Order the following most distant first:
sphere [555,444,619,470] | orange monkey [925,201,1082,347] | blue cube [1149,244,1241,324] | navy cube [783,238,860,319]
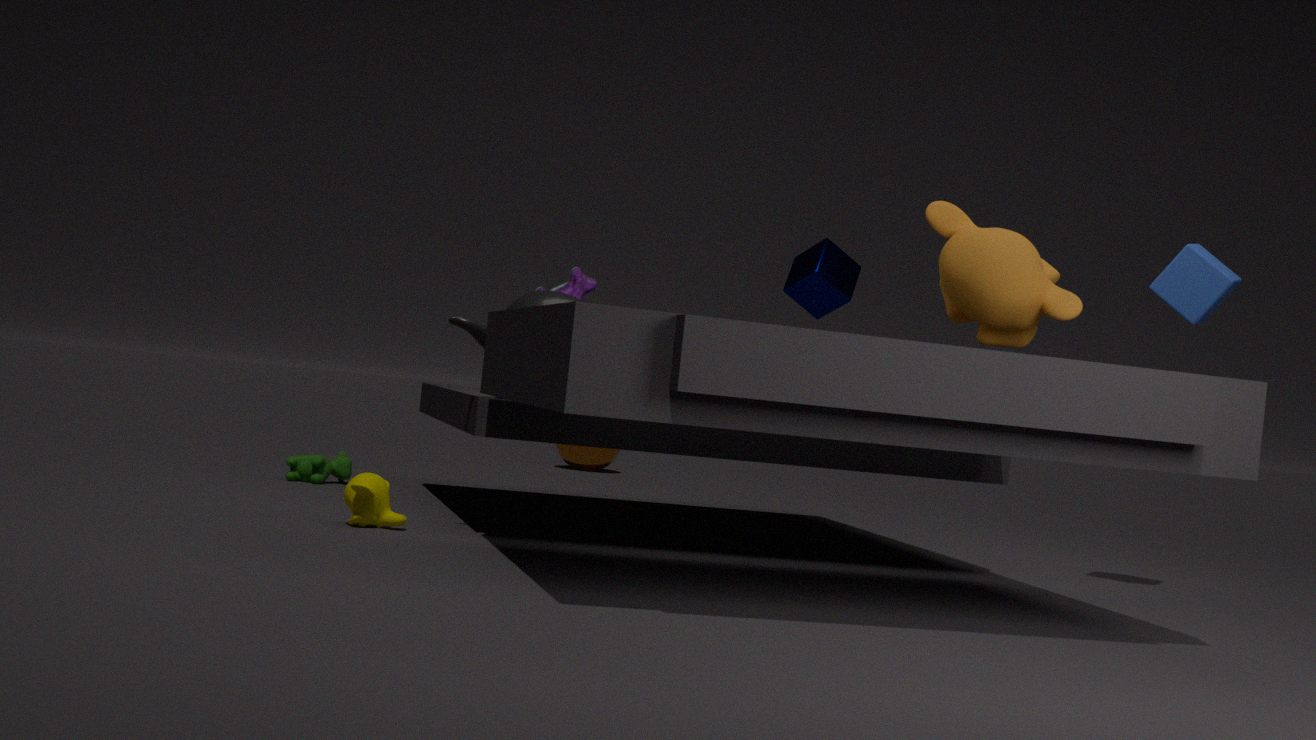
sphere [555,444,619,470] < navy cube [783,238,860,319] < blue cube [1149,244,1241,324] < orange monkey [925,201,1082,347]
